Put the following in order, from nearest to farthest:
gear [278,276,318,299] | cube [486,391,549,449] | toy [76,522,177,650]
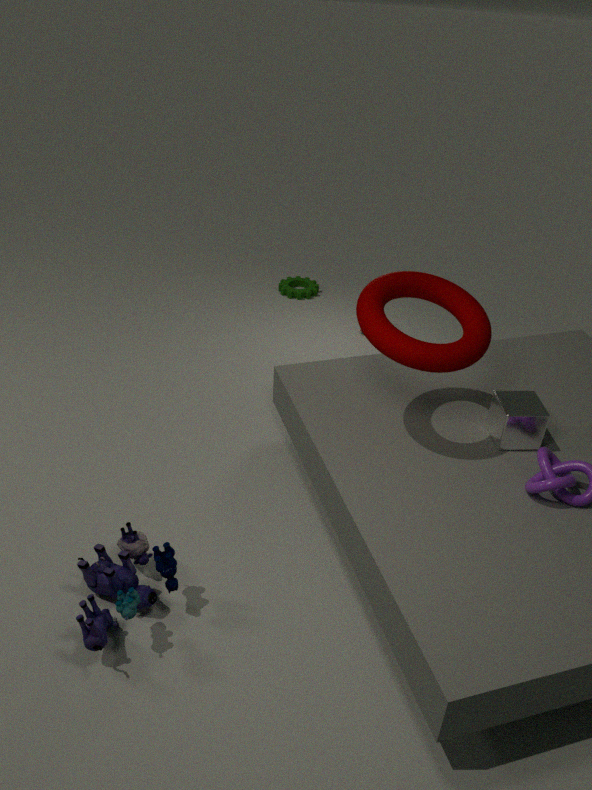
1. toy [76,522,177,650]
2. cube [486,391,549,449]
3. gear [278,276,318,299]
